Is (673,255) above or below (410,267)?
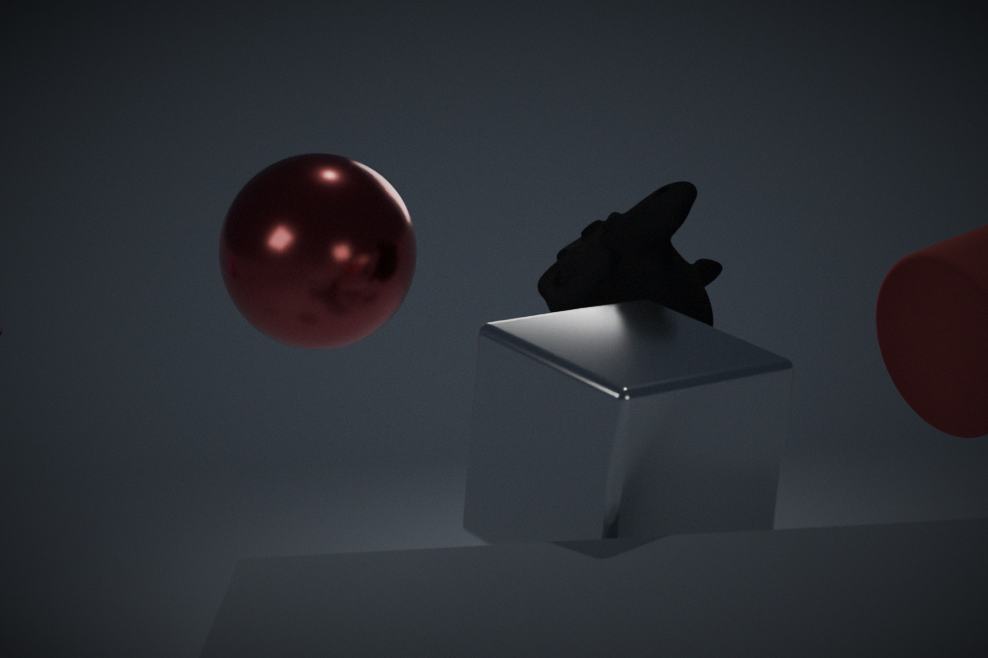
below
